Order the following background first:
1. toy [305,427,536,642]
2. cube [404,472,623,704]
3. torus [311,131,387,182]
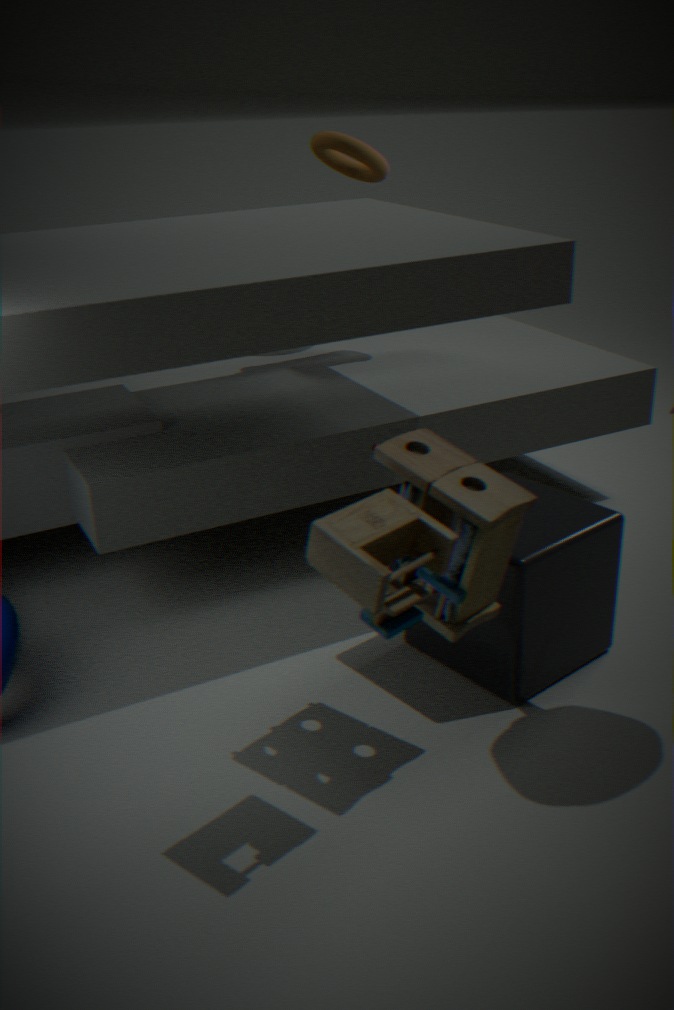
torus [311,131,387,182] → cube [404,472,623,704] → toy [305,427,536,642]
